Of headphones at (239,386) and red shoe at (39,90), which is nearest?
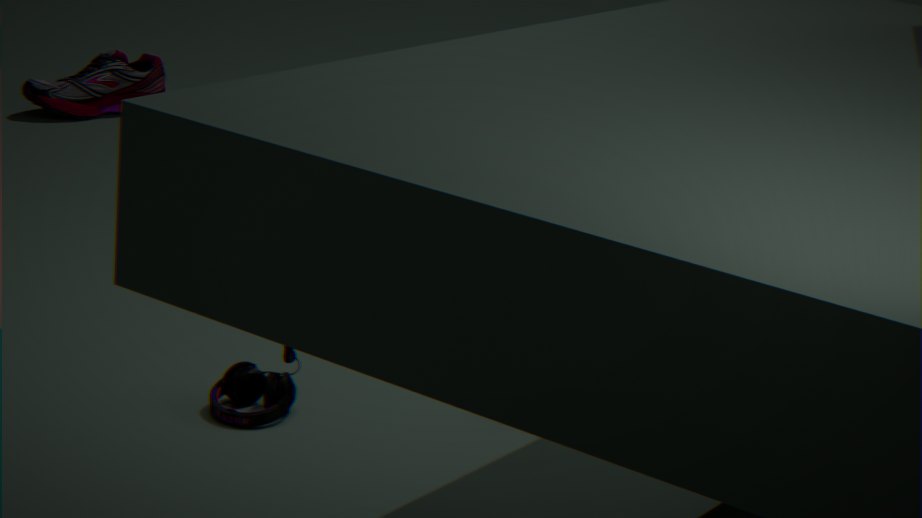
headphones at (239,386)
